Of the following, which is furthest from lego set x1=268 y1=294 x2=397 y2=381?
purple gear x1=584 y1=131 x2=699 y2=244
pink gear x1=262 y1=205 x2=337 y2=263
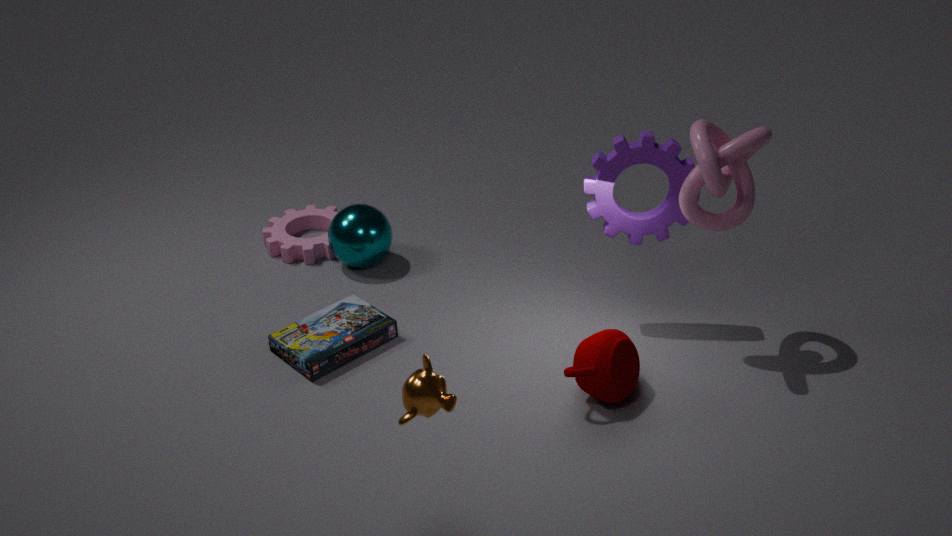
purple gear x1=584 y1=131 x2=699 y2=244
